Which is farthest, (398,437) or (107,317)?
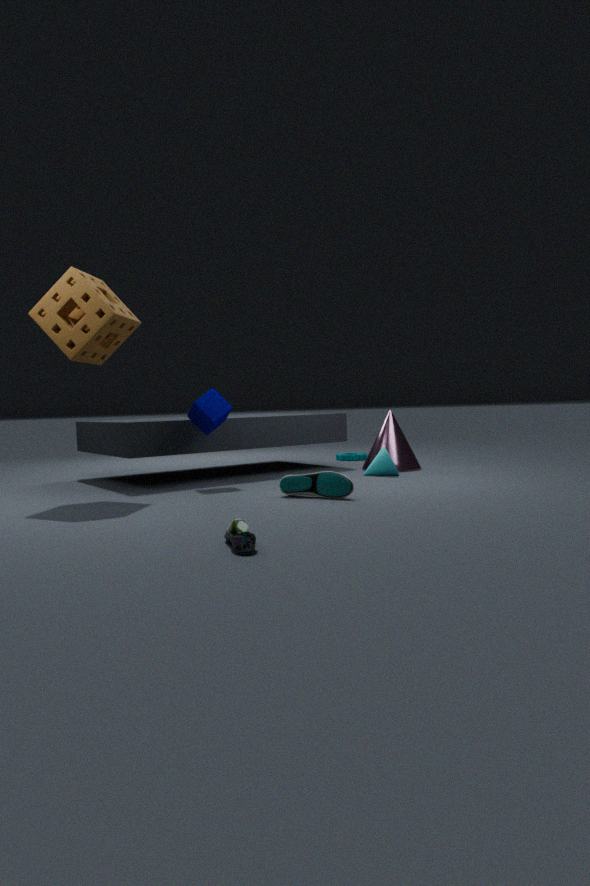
(398,437)
